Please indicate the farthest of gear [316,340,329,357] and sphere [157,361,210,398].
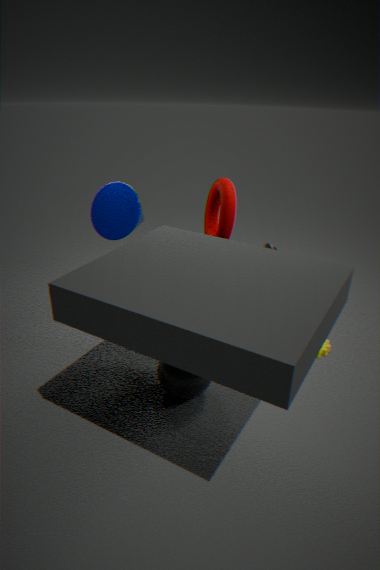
gear [316,340,329,357]
